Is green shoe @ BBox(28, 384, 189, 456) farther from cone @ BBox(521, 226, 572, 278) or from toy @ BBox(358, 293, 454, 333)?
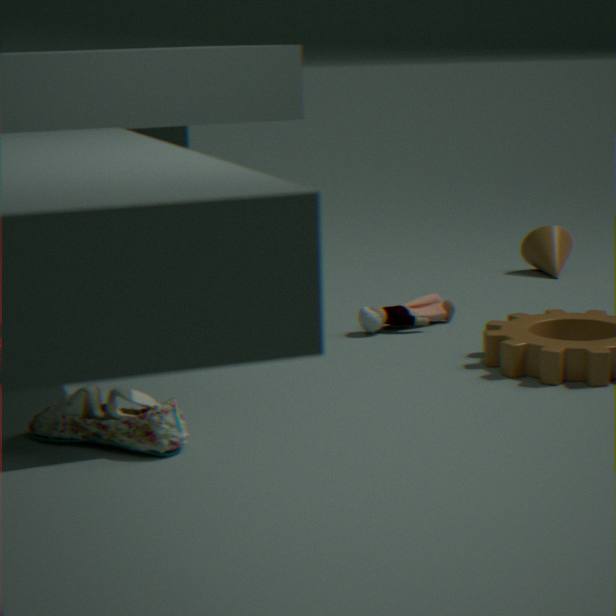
cone @ BBox(521, 226, 572, 278)
